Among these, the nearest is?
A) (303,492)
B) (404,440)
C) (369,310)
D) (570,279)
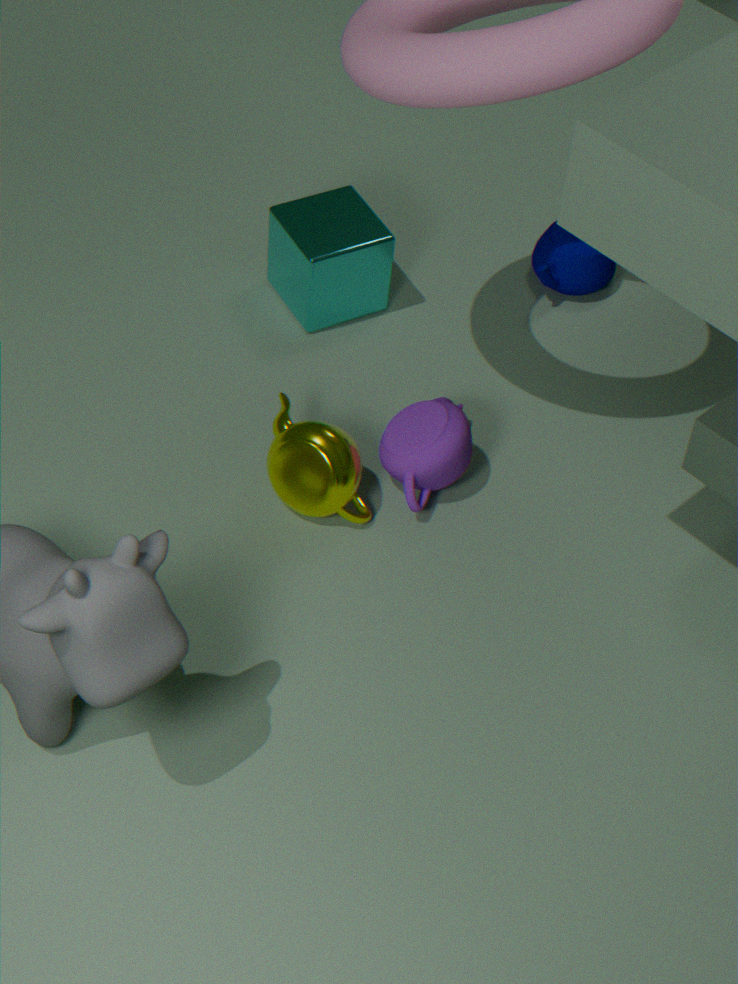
(303,492)
